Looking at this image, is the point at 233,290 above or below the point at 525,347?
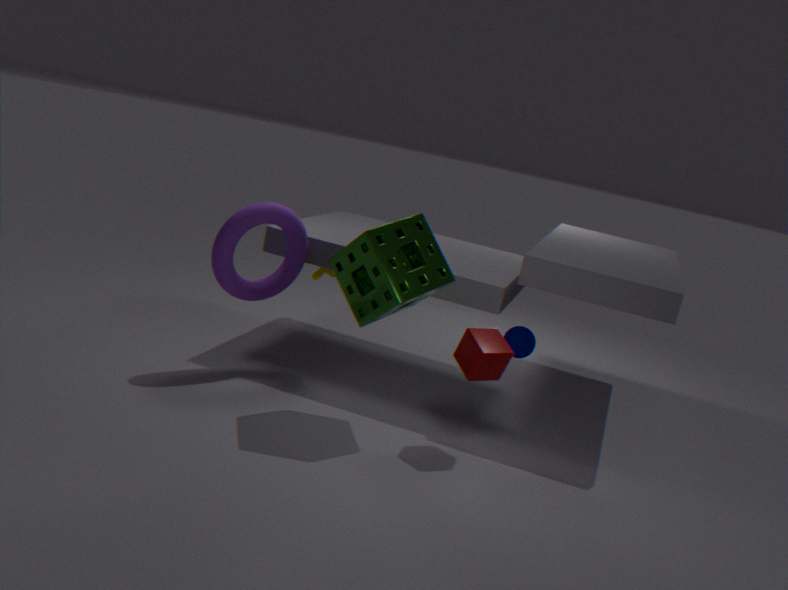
above
